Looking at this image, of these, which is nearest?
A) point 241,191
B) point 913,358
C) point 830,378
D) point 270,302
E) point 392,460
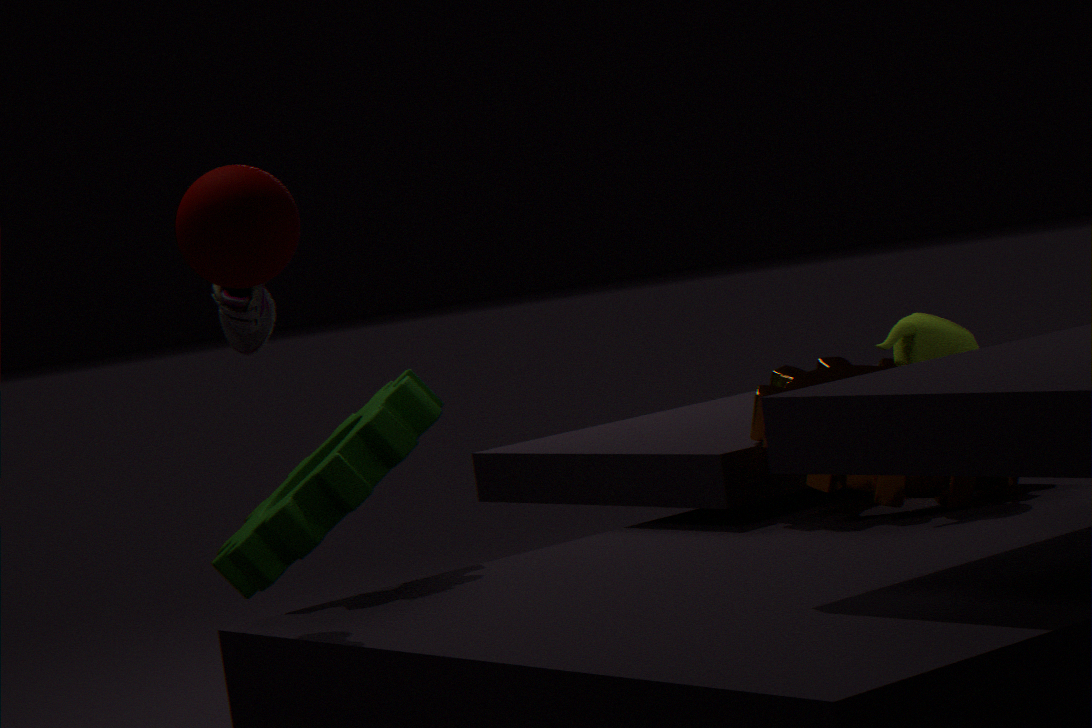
point 241,191
